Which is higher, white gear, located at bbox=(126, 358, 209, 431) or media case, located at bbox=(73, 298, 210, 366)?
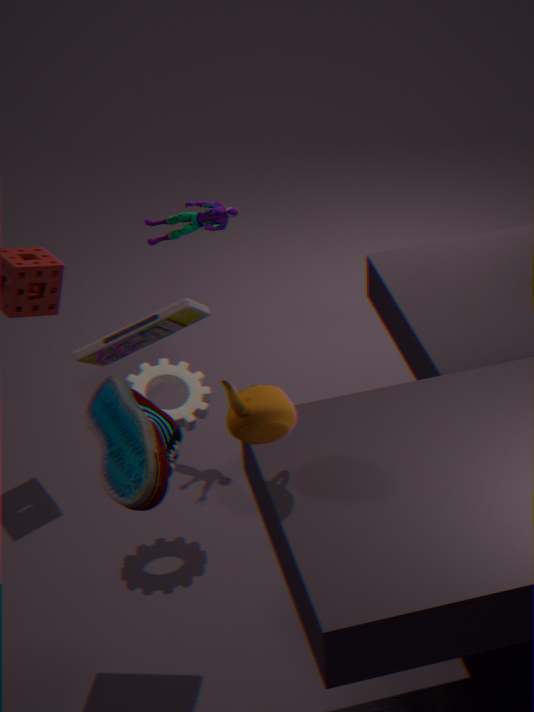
media case, located at bbox=(73, 298, 210, 366)
